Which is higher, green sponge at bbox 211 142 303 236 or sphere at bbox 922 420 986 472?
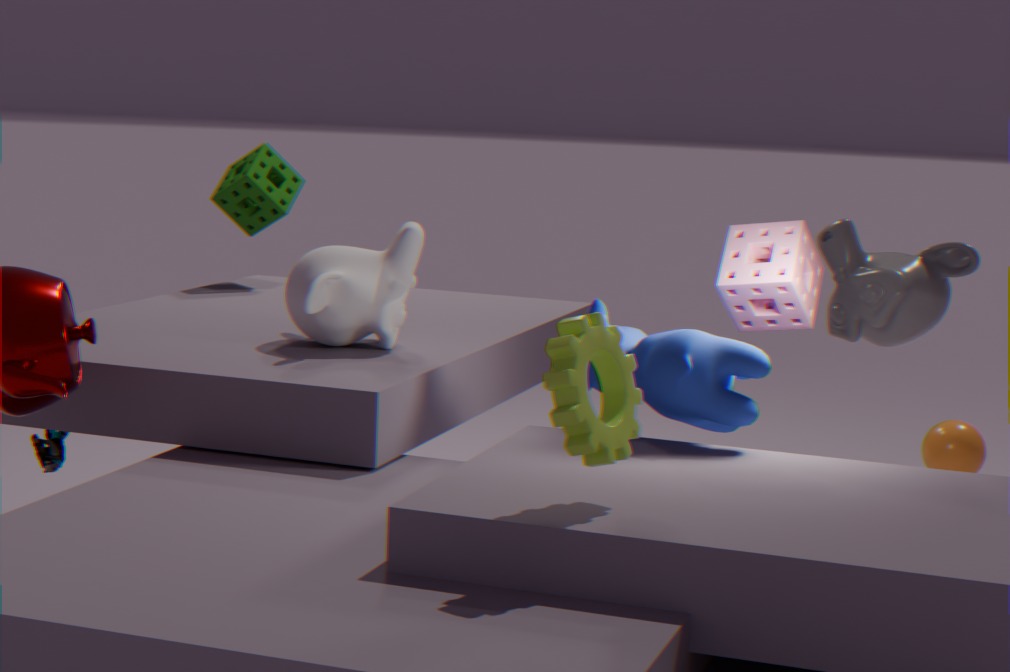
green sponge at bbox 211 142 303 236
